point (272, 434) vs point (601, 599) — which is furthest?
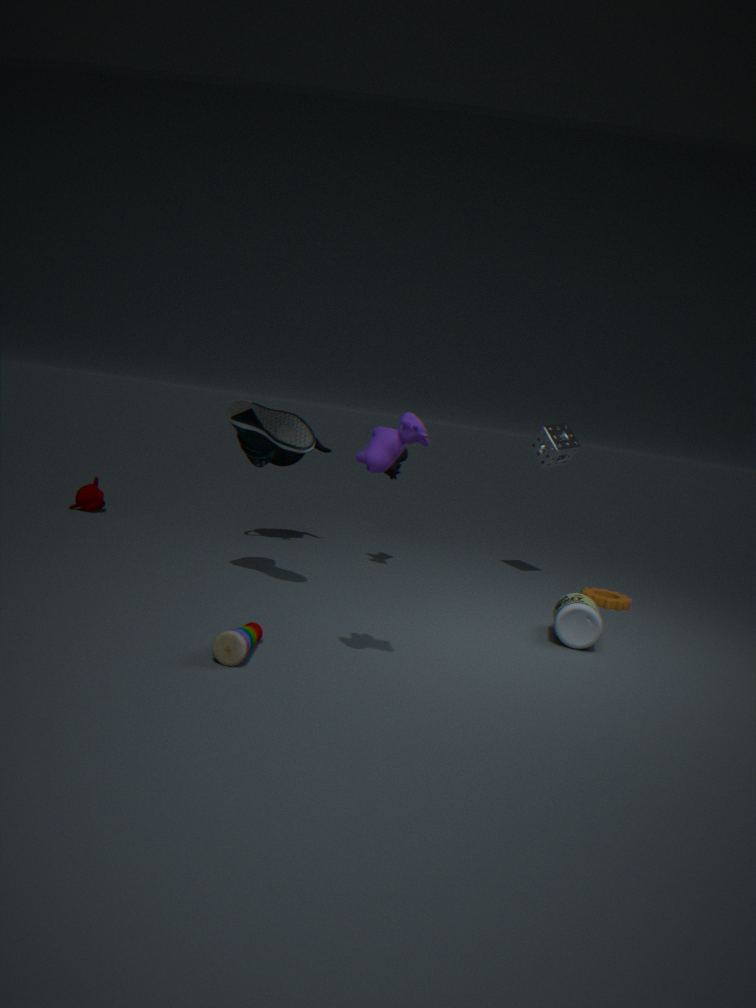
point (601, 599)
